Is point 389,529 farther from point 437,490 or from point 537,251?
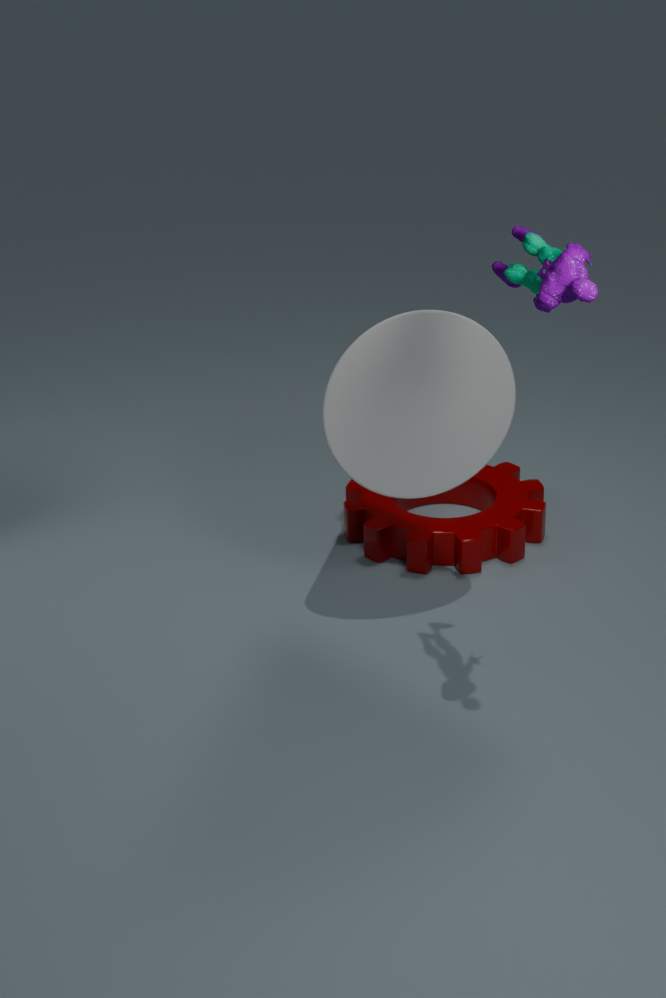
point 537,251
